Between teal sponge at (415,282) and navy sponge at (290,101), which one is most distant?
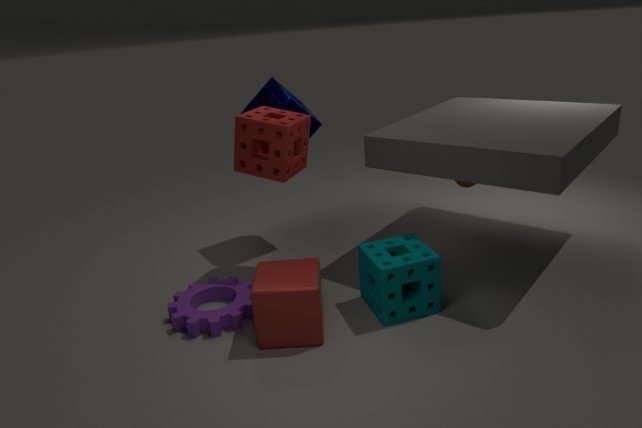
navy sponge at (290,101)
